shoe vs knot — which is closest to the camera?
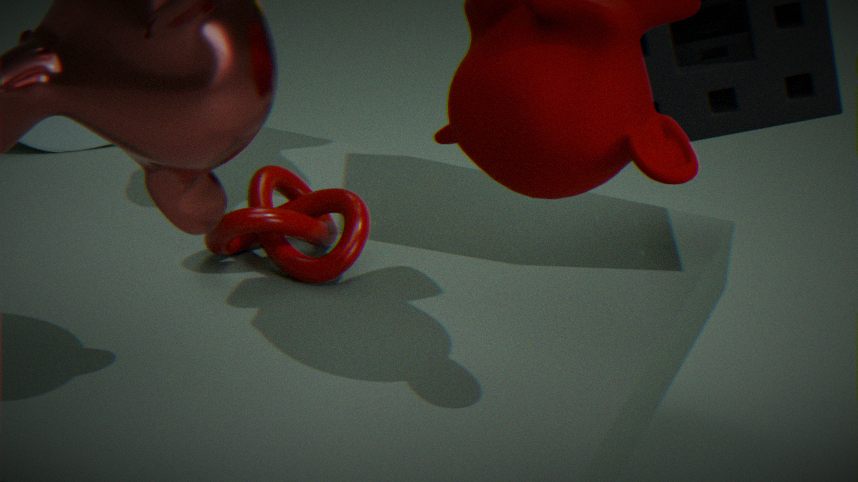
knot
